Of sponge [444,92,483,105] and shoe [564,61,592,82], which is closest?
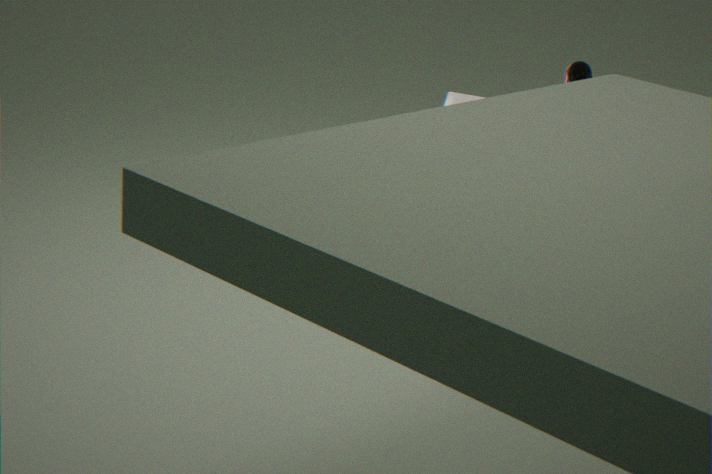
shoe [564,61,592,82]
